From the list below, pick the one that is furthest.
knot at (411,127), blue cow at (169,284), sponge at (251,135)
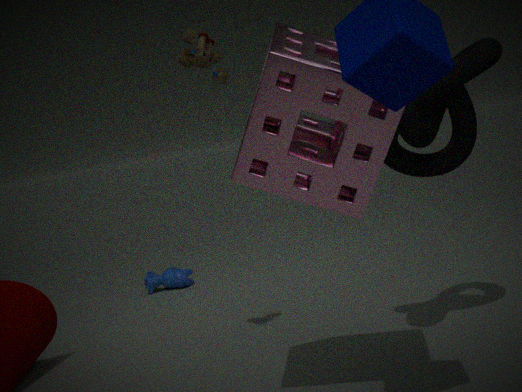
blue cow at (169,284)
